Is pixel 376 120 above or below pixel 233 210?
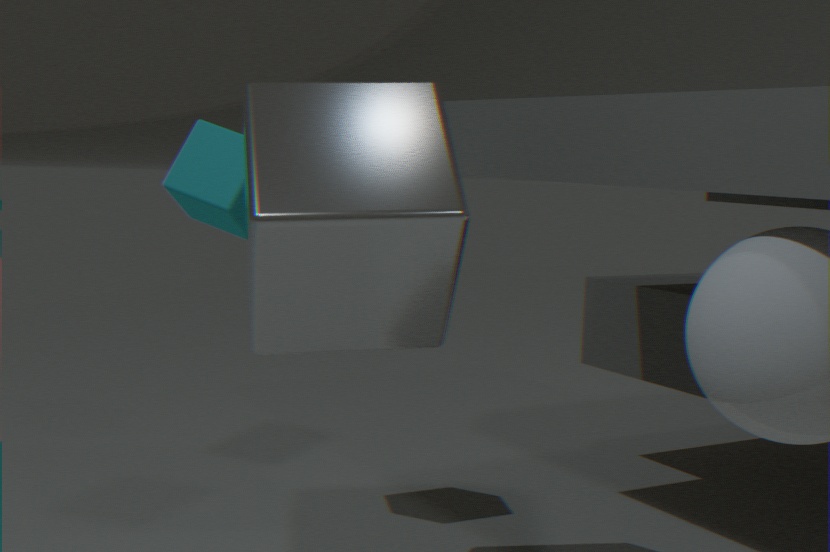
below
